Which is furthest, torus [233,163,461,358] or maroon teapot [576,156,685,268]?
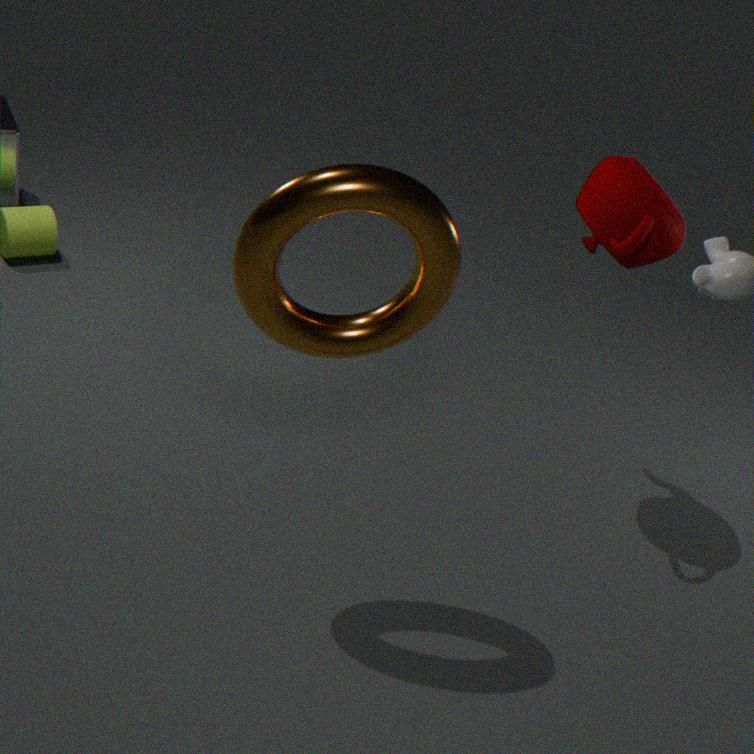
maroon teapot [576,156,685,268]
